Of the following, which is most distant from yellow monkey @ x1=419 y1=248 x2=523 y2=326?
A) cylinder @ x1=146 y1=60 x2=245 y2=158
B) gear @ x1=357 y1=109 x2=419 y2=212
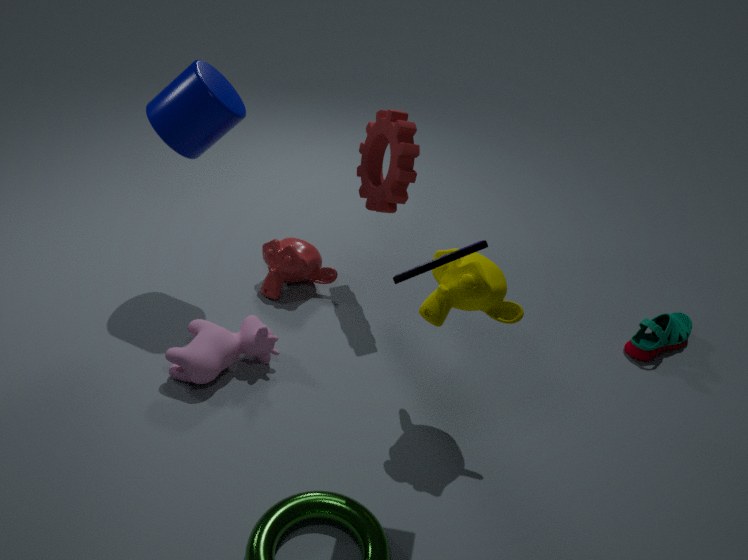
cylinder @ x1=146 y1=60 x2=245 y2=158
